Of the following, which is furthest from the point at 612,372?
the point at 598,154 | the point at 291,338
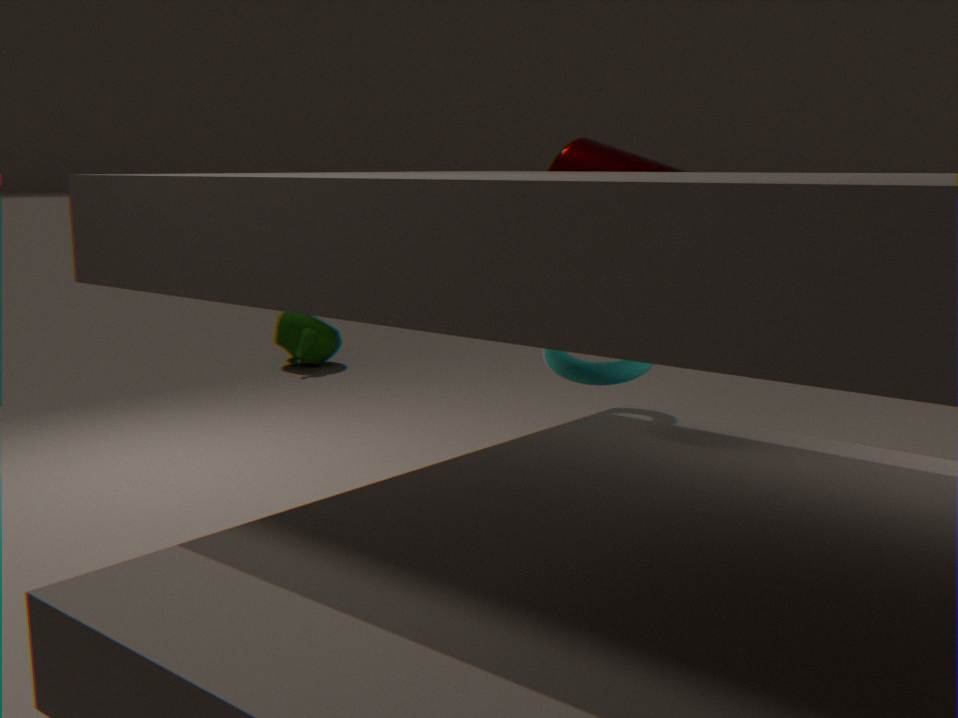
the point at 291,338
